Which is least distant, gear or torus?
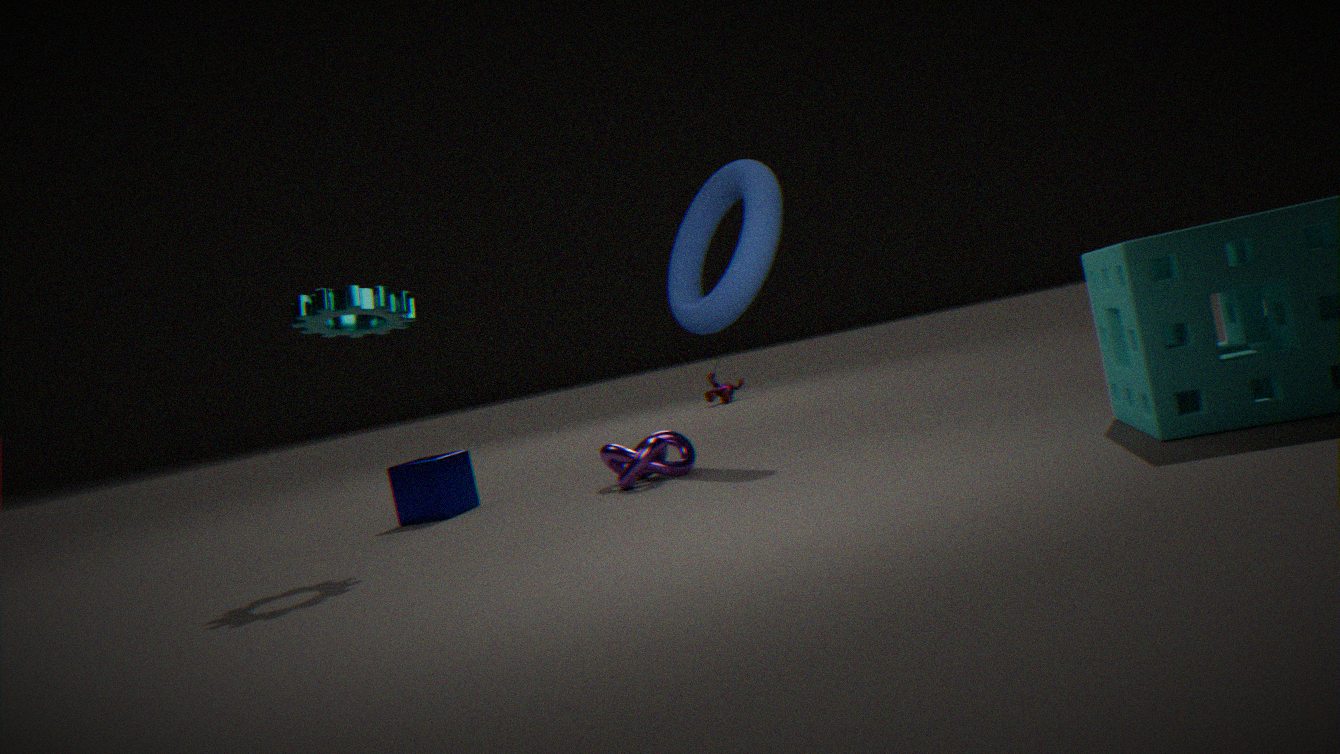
gear
